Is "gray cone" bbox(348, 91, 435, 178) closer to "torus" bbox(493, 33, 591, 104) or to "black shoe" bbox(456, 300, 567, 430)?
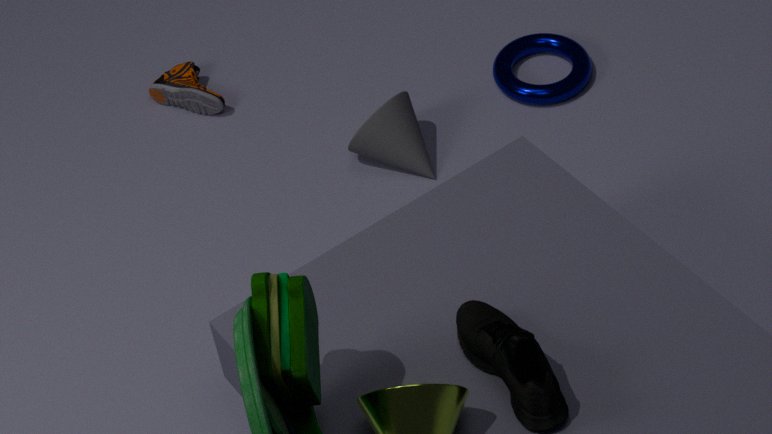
"torus" bbox(493, 33, 591, 104)
